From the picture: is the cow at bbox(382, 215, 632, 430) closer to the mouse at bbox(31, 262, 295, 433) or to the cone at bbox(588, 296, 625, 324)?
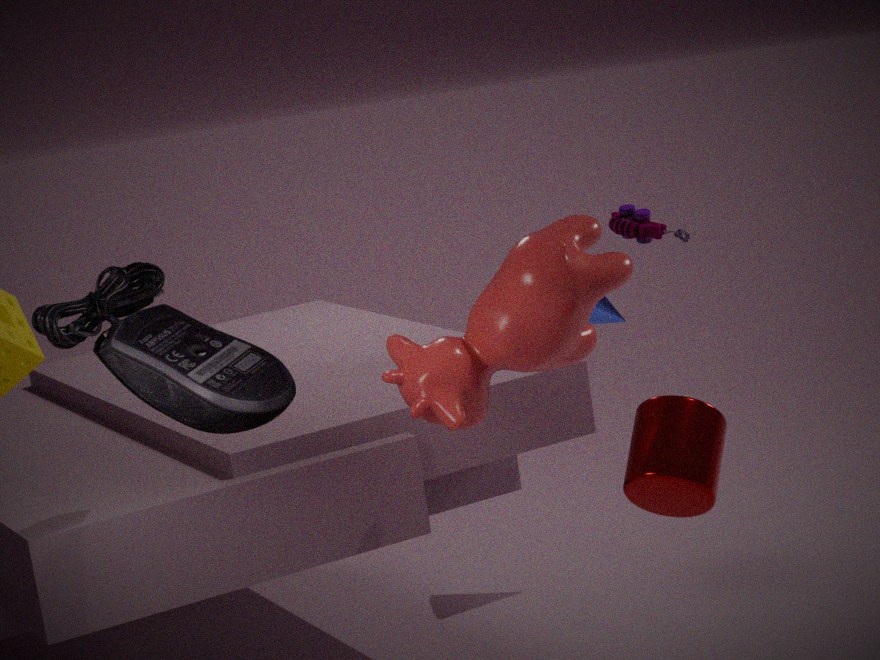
the mouse at bbox(31, 262, 295, 433)
